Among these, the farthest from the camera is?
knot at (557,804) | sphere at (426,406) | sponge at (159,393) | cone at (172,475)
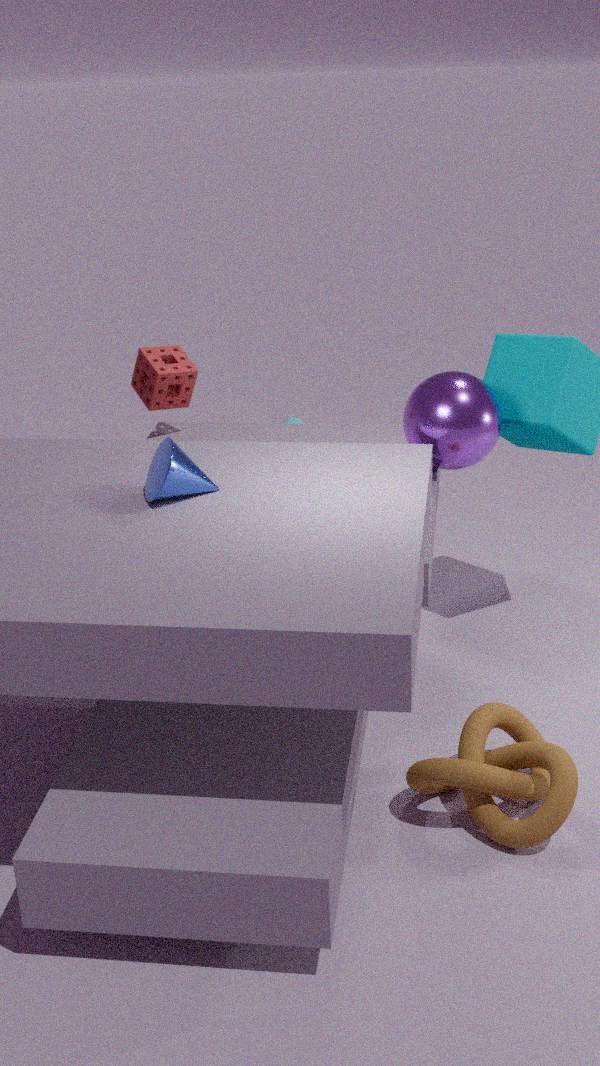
sponge at (159,393)
